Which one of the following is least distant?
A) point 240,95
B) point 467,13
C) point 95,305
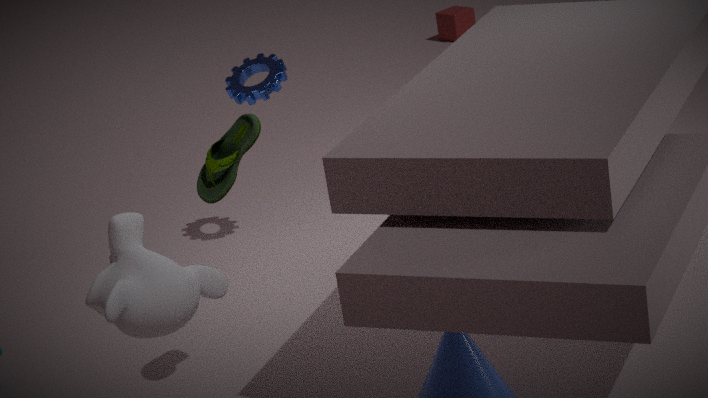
point 95,305
